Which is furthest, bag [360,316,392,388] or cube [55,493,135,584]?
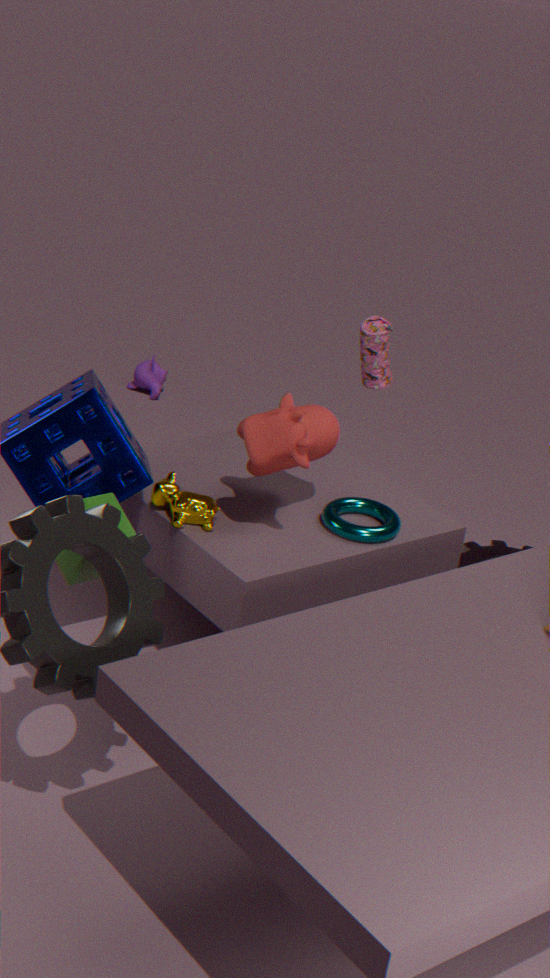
bag [360,316,392,388]
